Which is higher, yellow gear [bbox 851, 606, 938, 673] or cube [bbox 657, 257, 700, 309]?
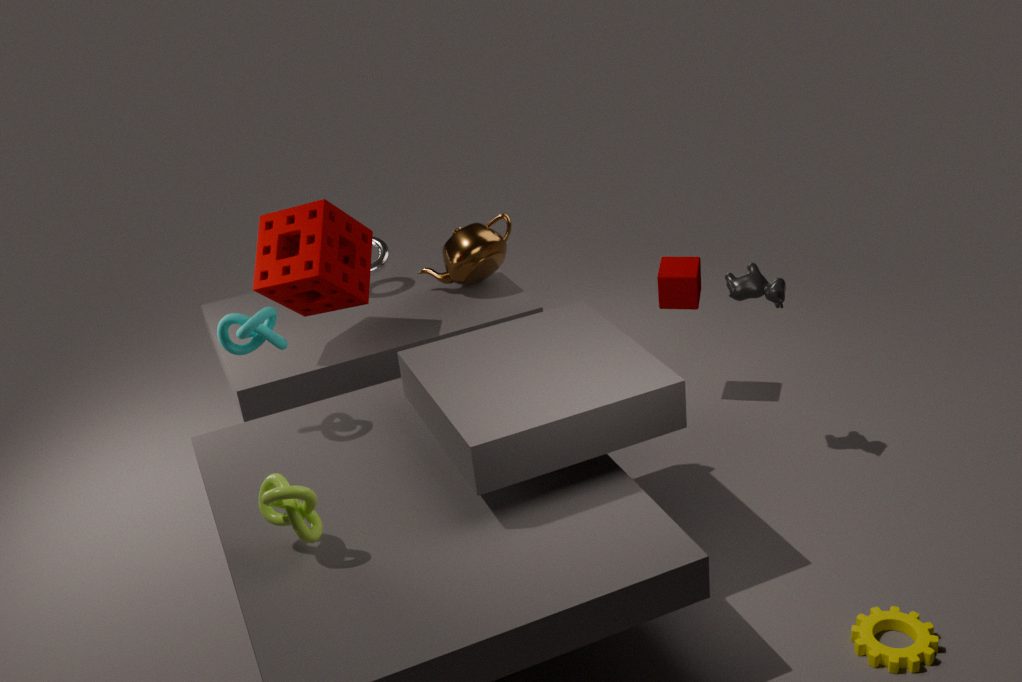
cube [bbox 657, 257, 700, 309]
